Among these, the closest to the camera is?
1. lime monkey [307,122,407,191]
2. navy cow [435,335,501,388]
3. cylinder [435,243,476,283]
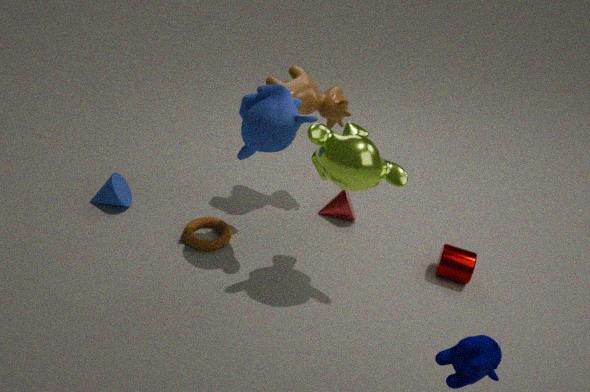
navy cow [435,335,501,388]
